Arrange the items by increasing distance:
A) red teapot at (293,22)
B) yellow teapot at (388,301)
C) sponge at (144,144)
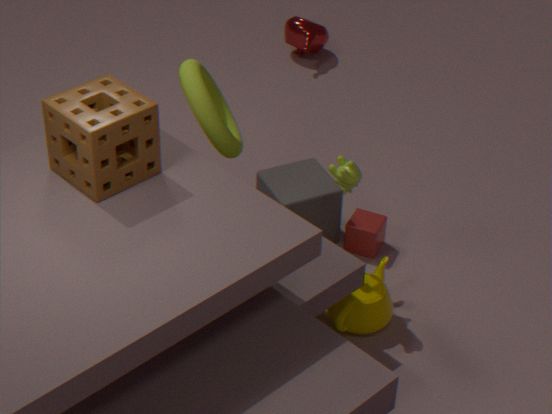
sponge at (144,144) → yellow teapot at (388,301) → red teapot at (293,22)
